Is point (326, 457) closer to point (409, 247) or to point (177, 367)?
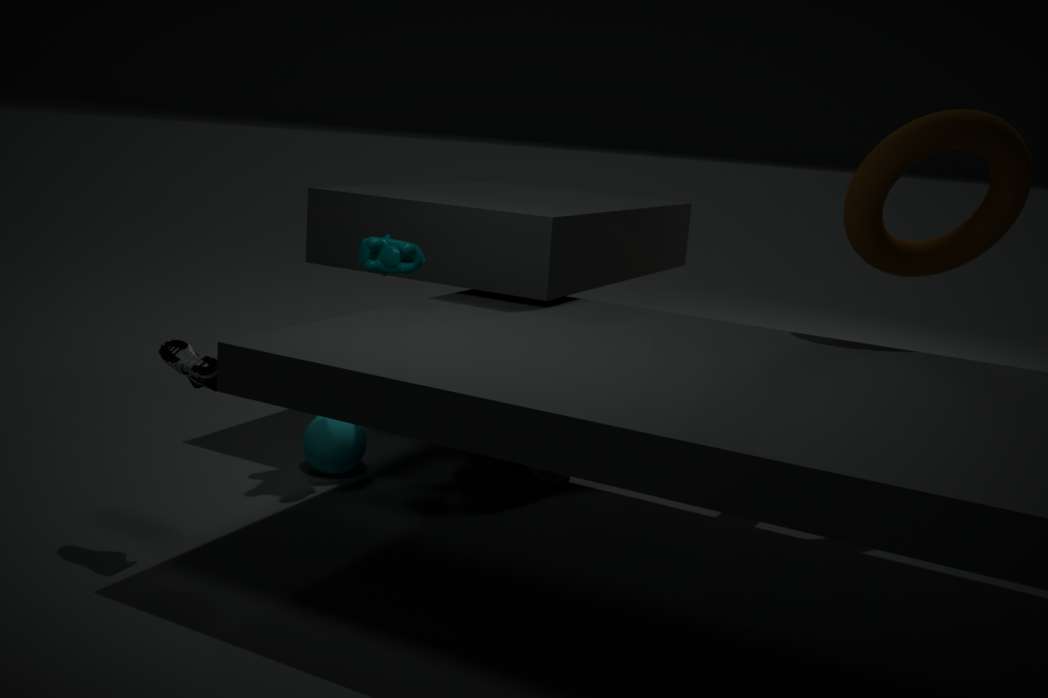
point (409, 247)
